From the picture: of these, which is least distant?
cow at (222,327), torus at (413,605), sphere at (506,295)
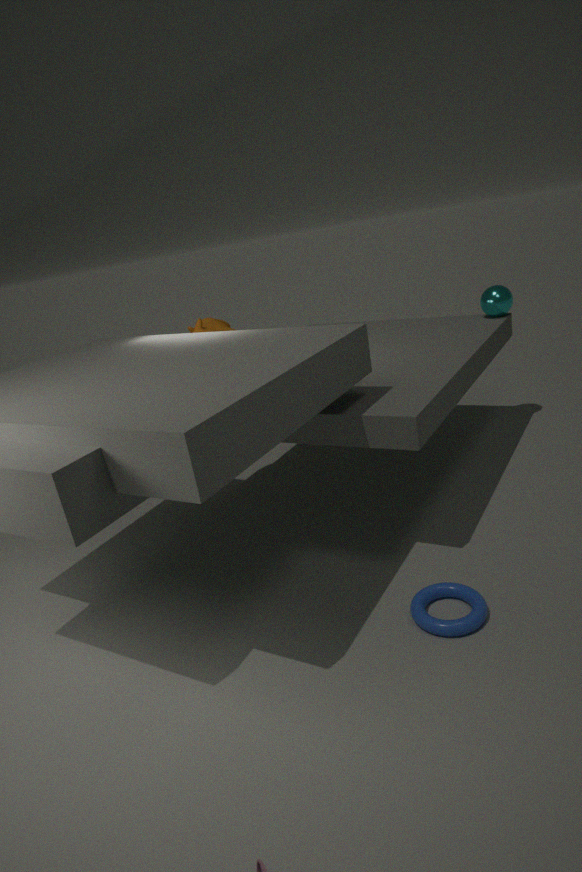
torus at (413,605)
